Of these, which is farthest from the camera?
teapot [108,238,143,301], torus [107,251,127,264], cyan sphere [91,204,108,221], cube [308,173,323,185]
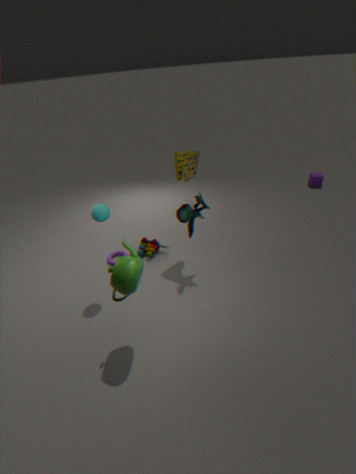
cube [308,173,323,185]
